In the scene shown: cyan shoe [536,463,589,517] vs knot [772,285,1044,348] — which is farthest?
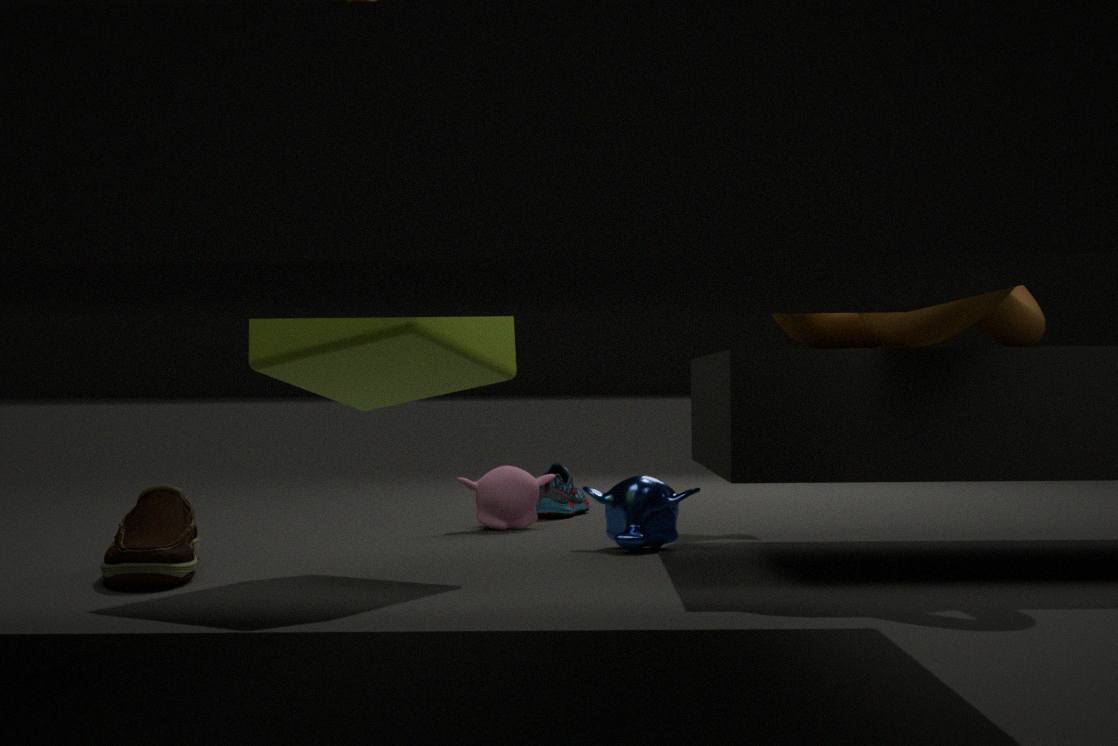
cyan shoe [536,463,589,517]
